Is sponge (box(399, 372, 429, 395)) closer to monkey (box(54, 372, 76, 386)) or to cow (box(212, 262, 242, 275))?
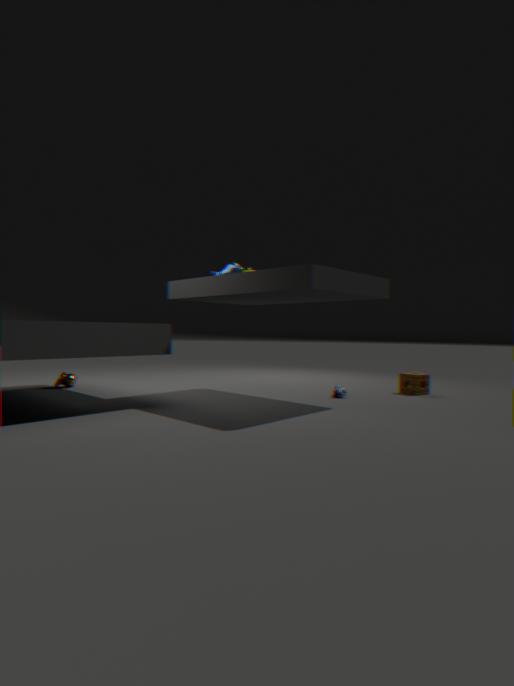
cow (box(212, 262, 242, 275))
